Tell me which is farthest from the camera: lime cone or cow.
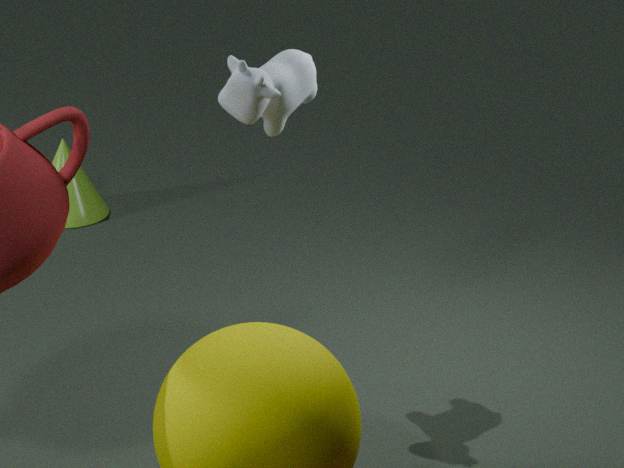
lime cone
